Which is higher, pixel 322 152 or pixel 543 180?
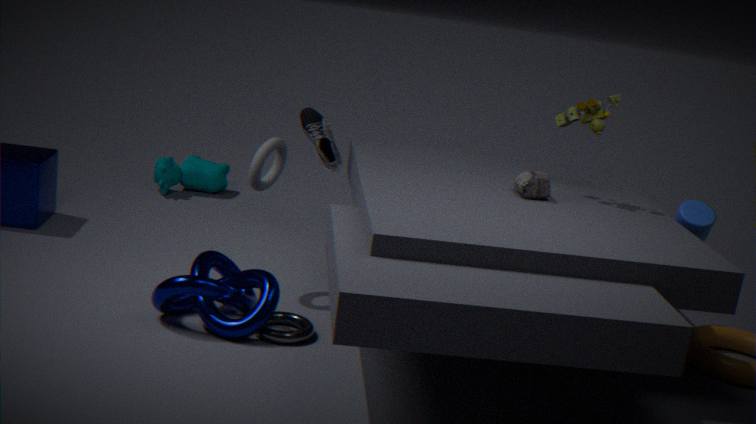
pixel 543 180
